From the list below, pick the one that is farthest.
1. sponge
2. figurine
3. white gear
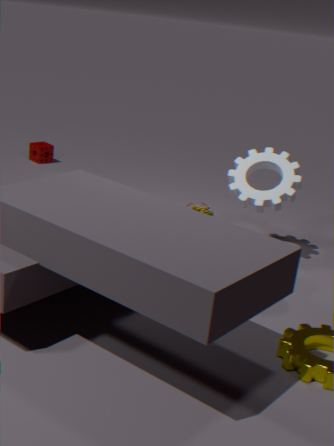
→ sponge
